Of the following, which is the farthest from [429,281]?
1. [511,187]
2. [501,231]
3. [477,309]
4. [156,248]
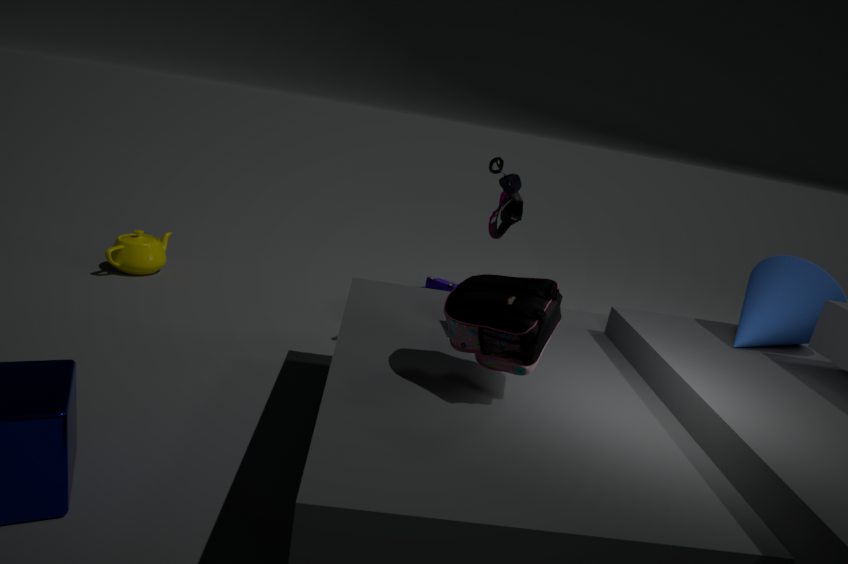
[477,309]
